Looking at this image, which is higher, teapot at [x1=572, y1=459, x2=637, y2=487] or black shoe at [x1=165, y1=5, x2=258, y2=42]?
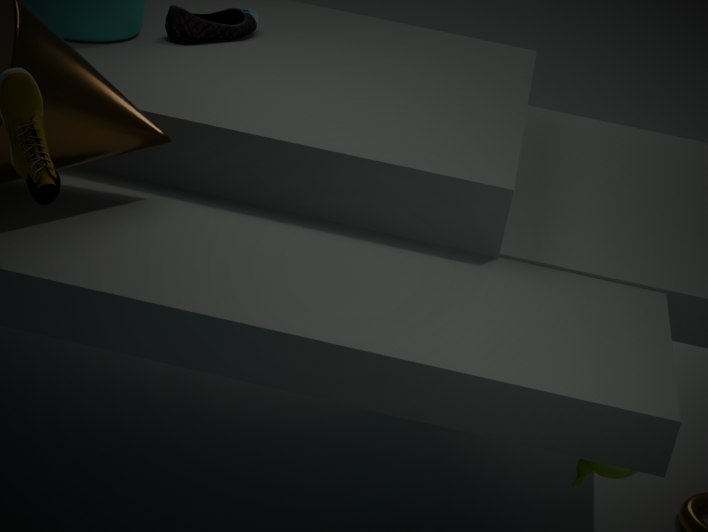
black shoe at [x1=165, y1=5, x2=258, y2=42]
